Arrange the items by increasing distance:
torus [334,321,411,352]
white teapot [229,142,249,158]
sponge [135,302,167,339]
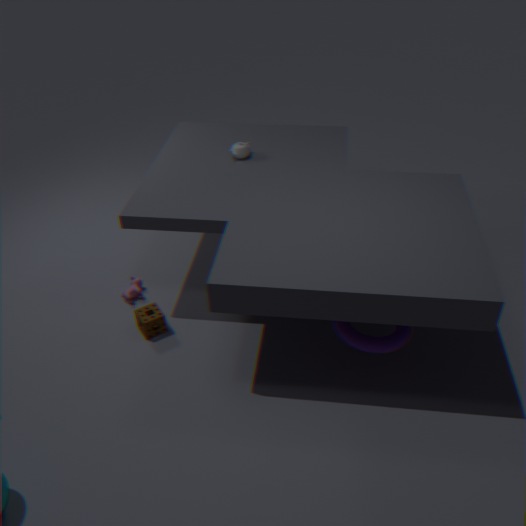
torus [334,321,411,352] < sponge [135,302,167,339] < white teapot [229,142,249,158]
